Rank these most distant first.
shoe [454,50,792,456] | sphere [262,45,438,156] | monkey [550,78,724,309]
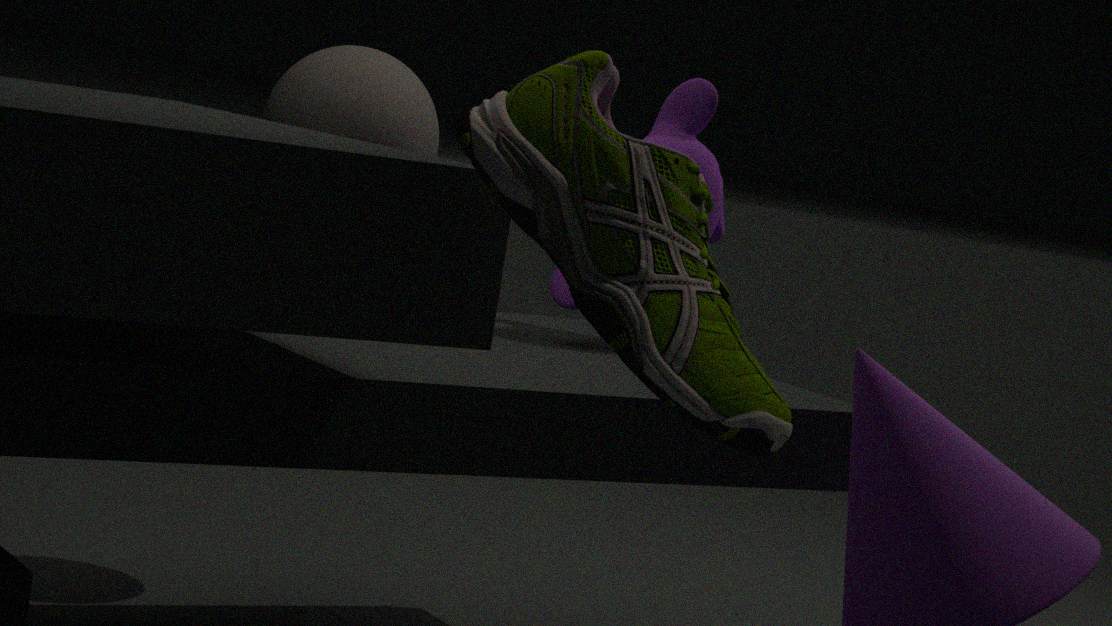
1. sphere [262,45,438,156]
2. monkey [550,78,724,309]
3. shoe [454,50,792,456]
